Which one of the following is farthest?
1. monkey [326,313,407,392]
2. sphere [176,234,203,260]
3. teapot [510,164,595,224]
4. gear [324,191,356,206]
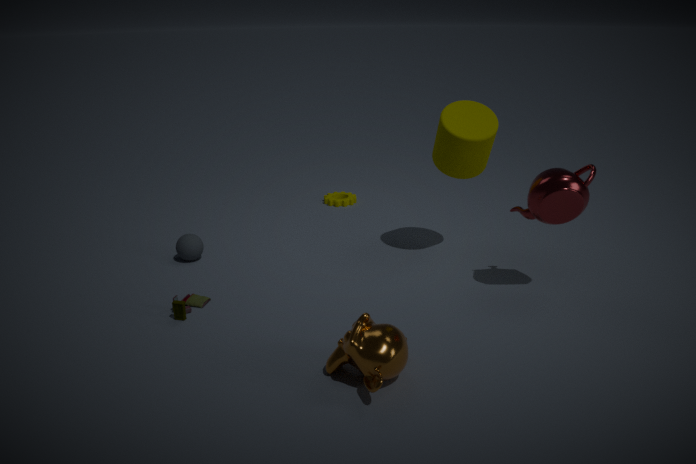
gear [324,191,356,206]
